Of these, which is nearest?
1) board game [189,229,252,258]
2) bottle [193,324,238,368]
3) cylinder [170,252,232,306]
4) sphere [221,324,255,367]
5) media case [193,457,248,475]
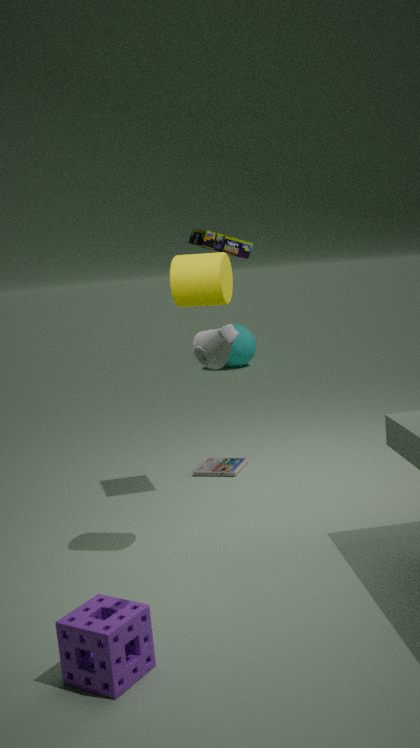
2. bottle [193,324,238,368]
